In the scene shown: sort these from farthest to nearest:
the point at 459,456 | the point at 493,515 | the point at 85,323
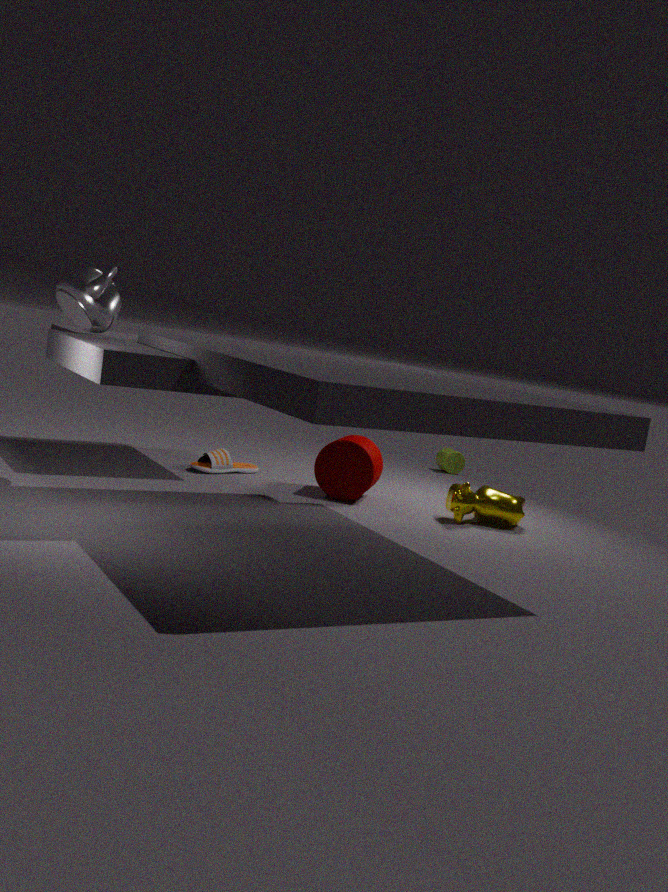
the point at 459,456 < the point at 493,515 < the point at 85,323
